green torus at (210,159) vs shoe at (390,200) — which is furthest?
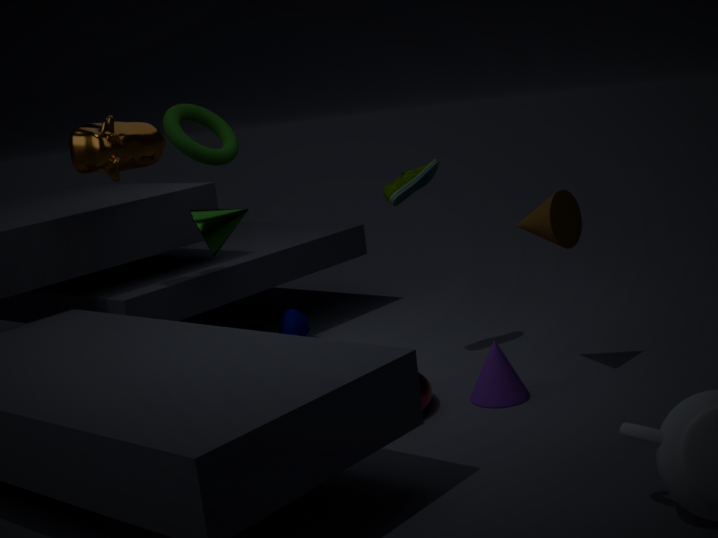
shoe at (390,200)
